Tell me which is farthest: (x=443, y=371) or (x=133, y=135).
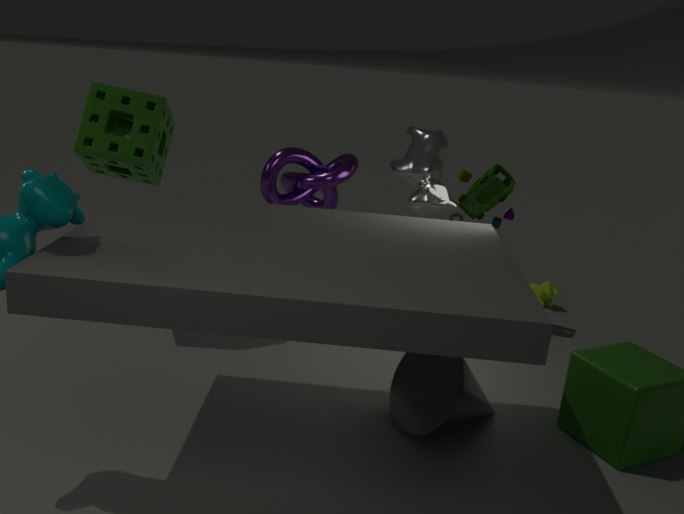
(x=133, y=135)
